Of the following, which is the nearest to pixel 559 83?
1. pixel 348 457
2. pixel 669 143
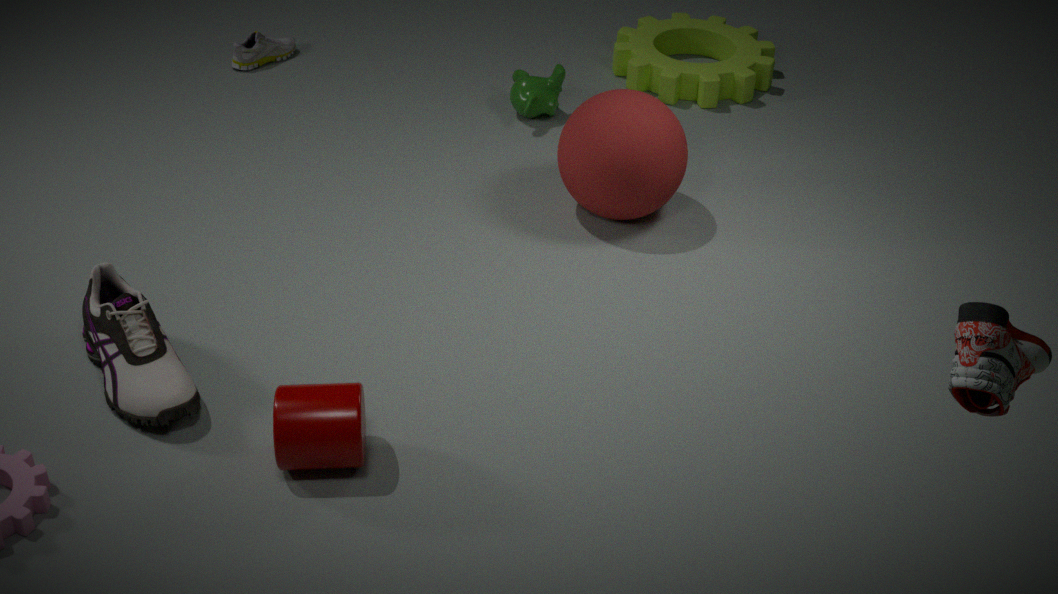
pixel 669 143
